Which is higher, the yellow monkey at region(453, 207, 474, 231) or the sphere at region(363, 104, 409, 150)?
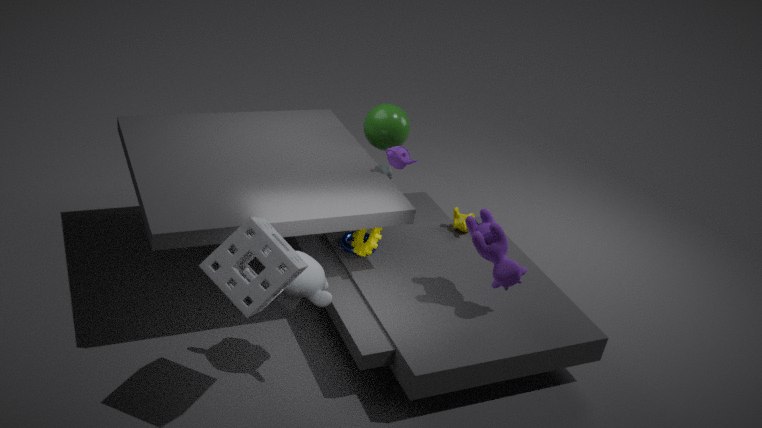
the sphere at region(363, 104, 409, 150)
